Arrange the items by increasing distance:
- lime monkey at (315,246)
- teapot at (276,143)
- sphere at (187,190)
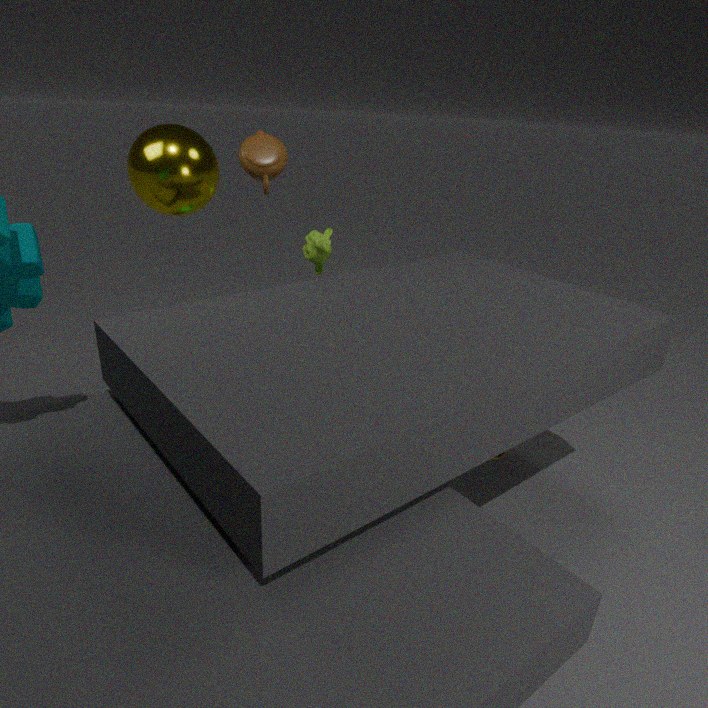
1. teapot at (276,143)
2. sphere at (187,190)
3. lime monkey at (315,246)
